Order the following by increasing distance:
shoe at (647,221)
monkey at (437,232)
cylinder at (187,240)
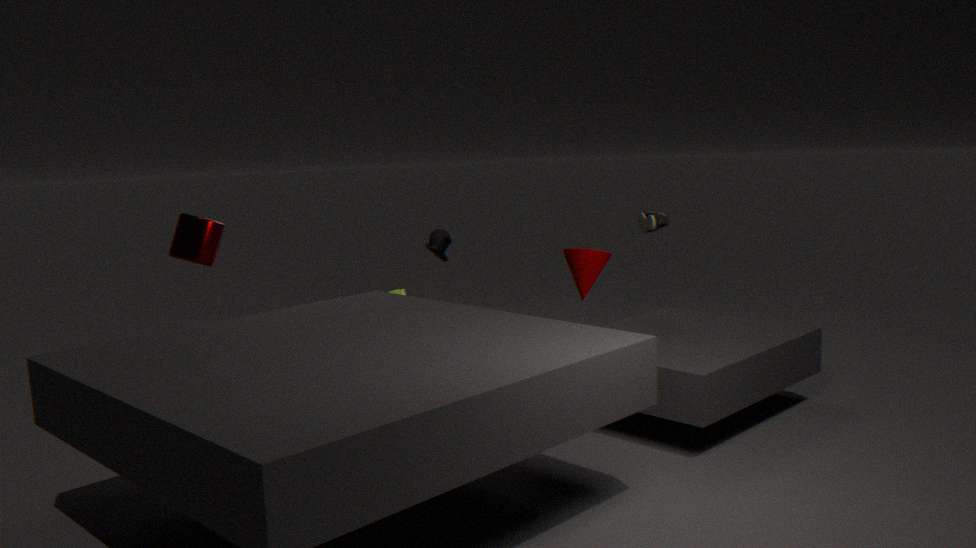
cylinder at (187,240) → shoe at (647,221) → monkey at (437,232)
